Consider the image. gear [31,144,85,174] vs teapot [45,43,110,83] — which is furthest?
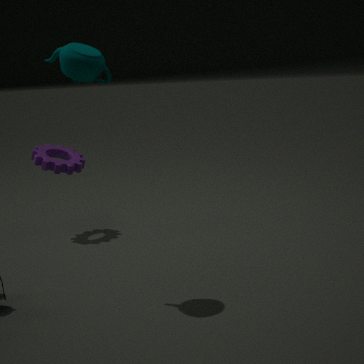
gear [31,144,85,174]
